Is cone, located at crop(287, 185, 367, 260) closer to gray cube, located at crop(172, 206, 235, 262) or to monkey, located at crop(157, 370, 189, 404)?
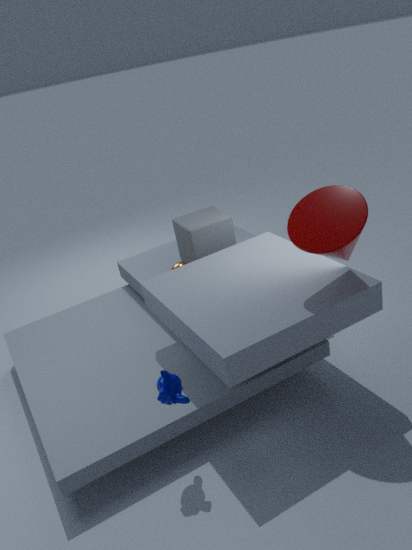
monkey, located at crop(157, 370, 189, 404)
